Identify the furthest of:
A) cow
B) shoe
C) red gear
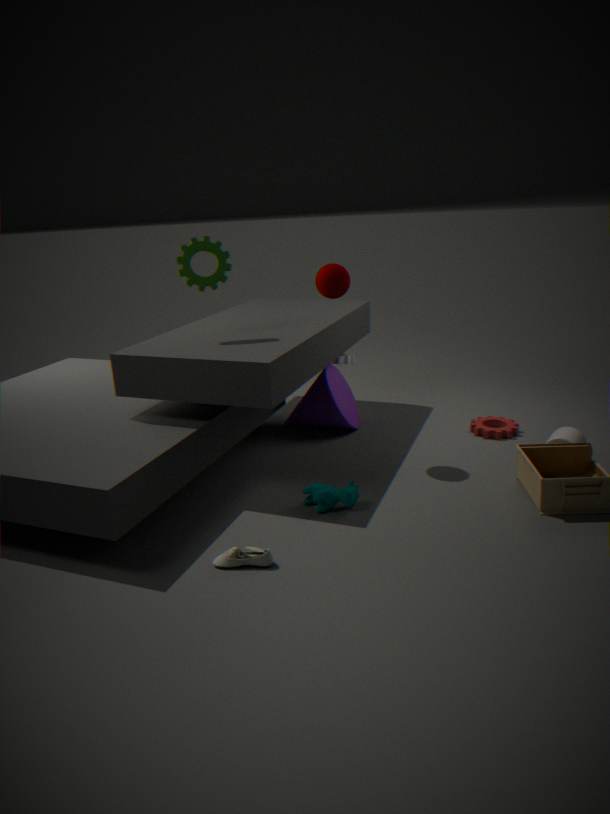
red gear
